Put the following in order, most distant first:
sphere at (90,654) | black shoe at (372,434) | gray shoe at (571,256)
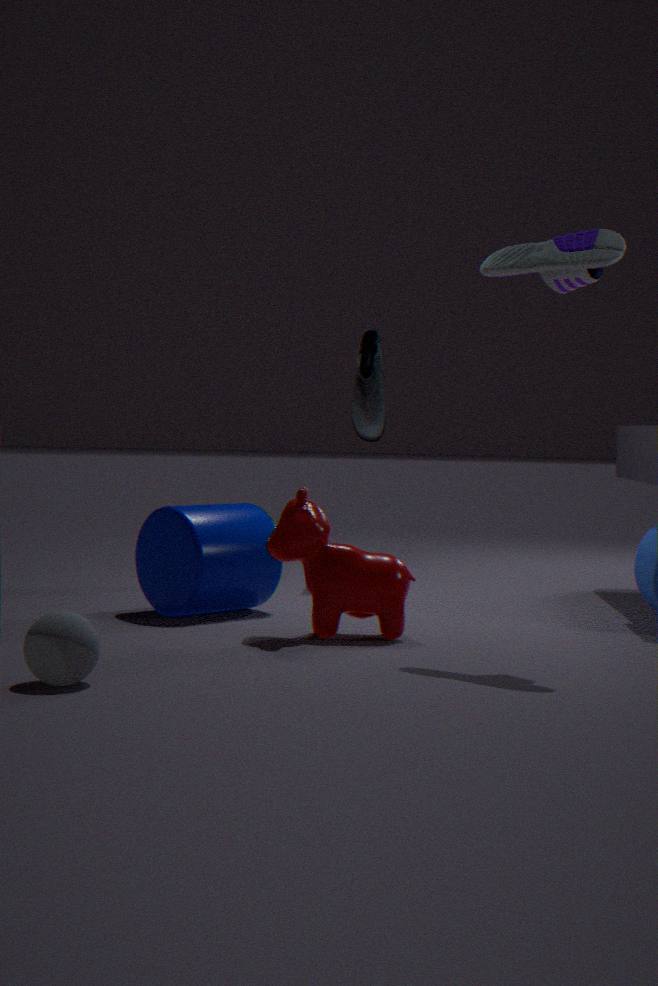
black shoe at (372,434) → gray shoe at (571,256) → sphere at (90,654)
